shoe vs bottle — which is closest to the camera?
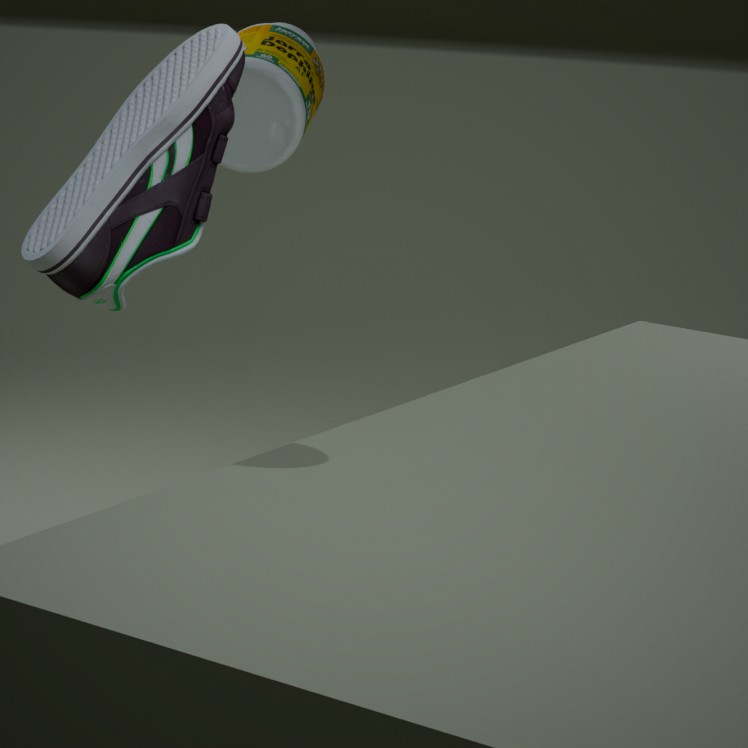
shoe
